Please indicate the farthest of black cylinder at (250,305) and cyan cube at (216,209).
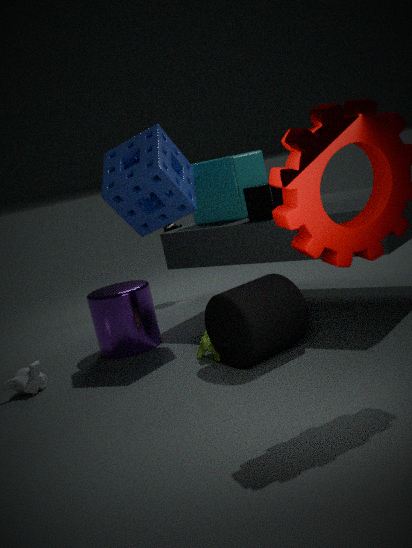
cyan cube at (216,209)
